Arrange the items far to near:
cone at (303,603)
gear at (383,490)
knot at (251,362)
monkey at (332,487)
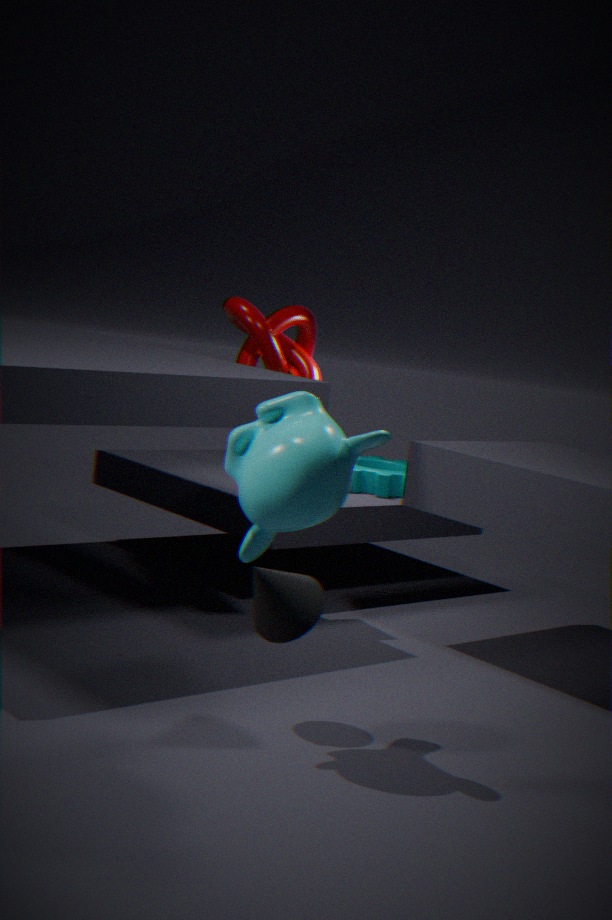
1. gear at (383,490)
2. knot at (251,362)
3. cone at (303,603)
4. monkey at (332,487)
